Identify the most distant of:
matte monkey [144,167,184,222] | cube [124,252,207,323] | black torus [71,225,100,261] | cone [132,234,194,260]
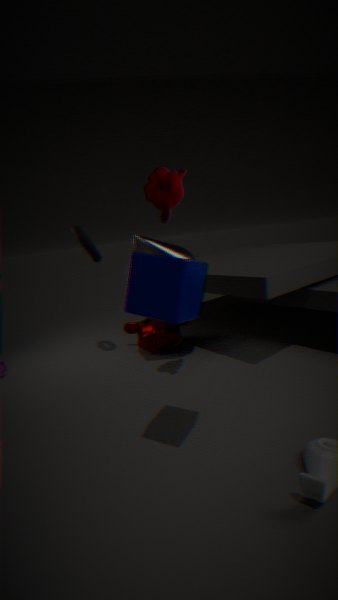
black torus [71,225,100,261]
